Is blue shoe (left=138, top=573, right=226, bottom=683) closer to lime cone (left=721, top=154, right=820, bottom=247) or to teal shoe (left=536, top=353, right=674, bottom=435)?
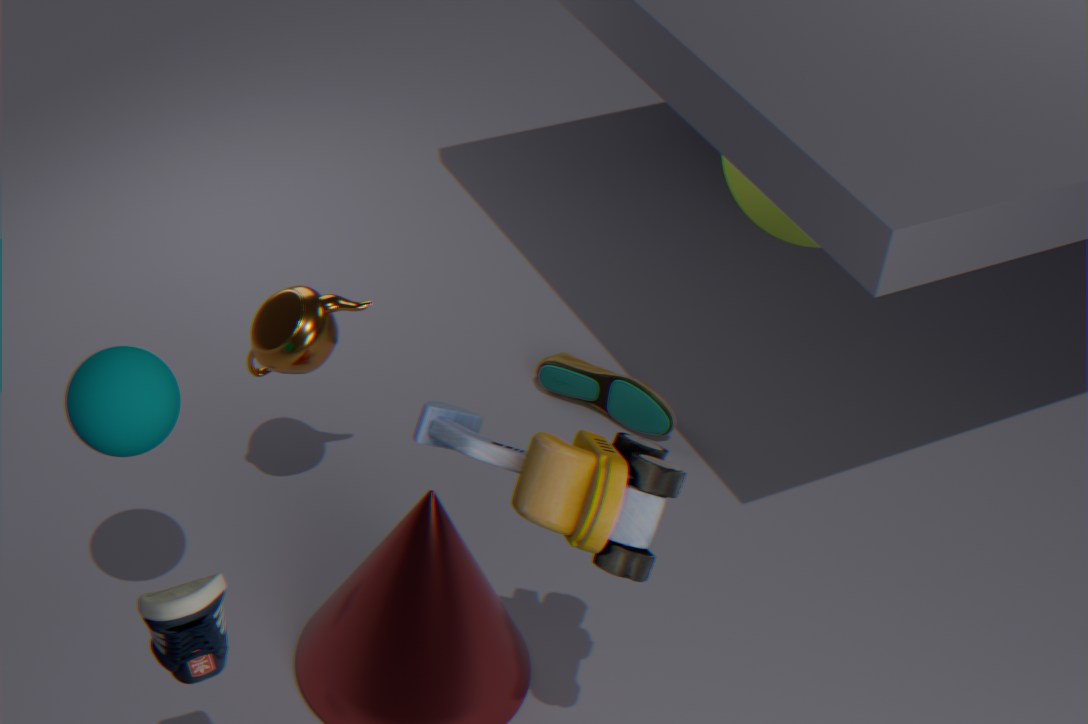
teal shoe (left=536, top=353, right=674, bottom=435)
